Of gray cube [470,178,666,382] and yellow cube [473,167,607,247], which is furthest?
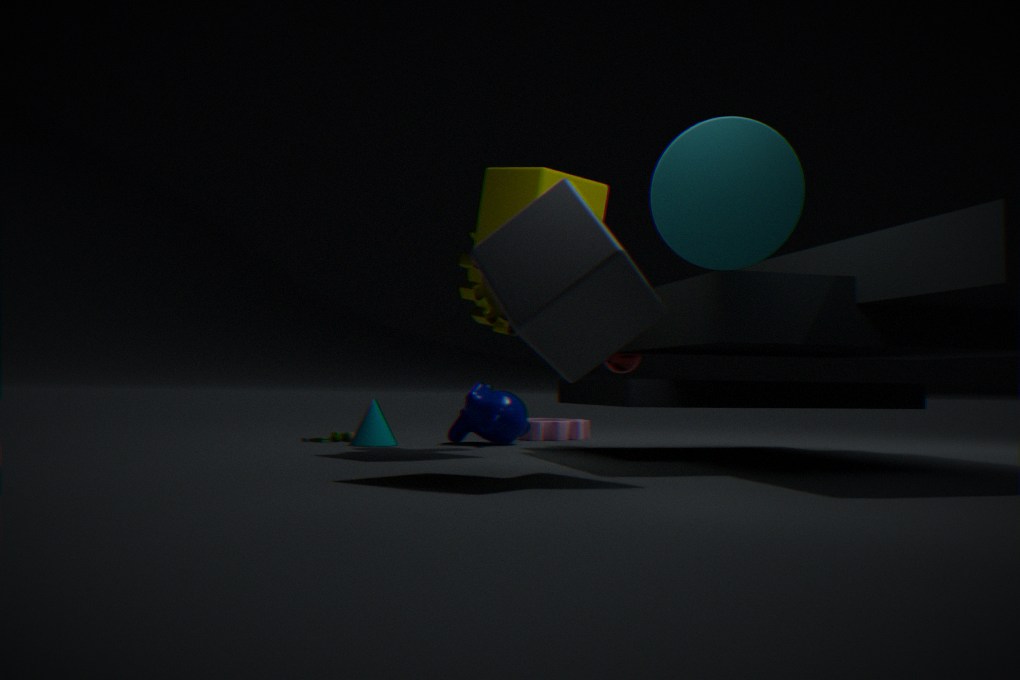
yellow cube [473,167,607,247]
